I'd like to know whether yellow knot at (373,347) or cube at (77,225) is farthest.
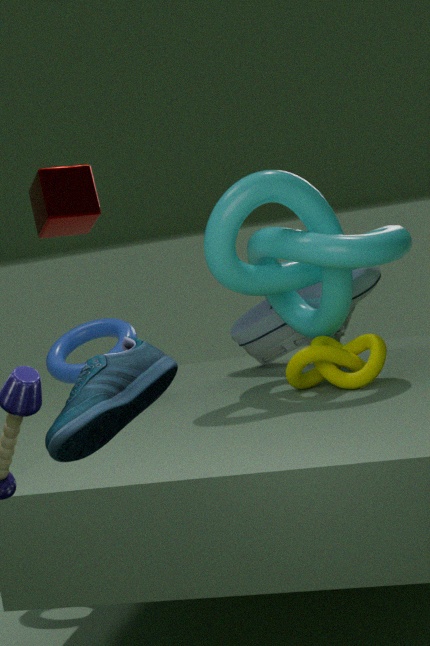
cube at (77,225)
